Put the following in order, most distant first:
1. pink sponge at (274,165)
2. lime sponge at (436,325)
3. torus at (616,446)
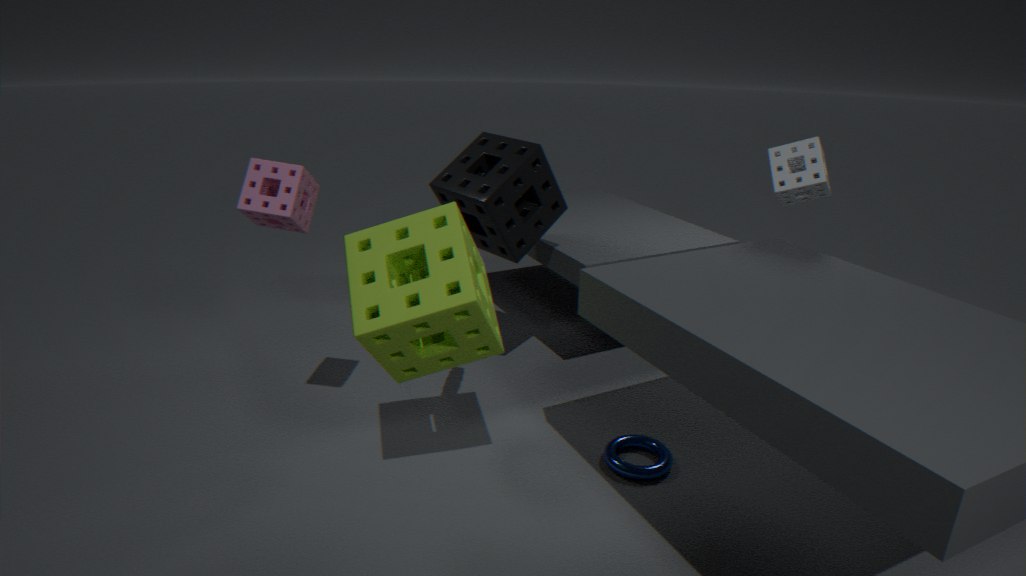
torus at (616,446), pink sponge at (274,165), lime sponge at (436,325)
